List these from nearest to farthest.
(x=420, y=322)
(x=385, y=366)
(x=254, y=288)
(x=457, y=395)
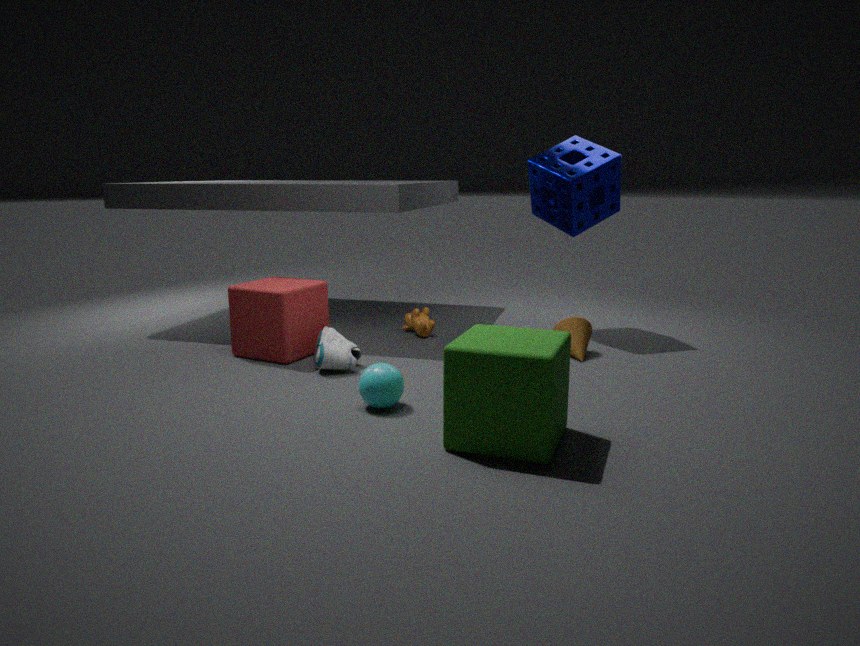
(x=457, y=395)
(x=385, y=366)
(x=254, y=288)
(x=420, y=322)
